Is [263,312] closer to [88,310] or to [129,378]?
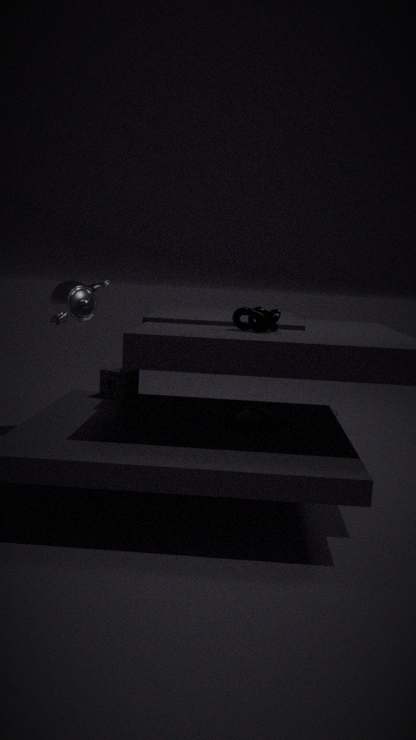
[129,378]
